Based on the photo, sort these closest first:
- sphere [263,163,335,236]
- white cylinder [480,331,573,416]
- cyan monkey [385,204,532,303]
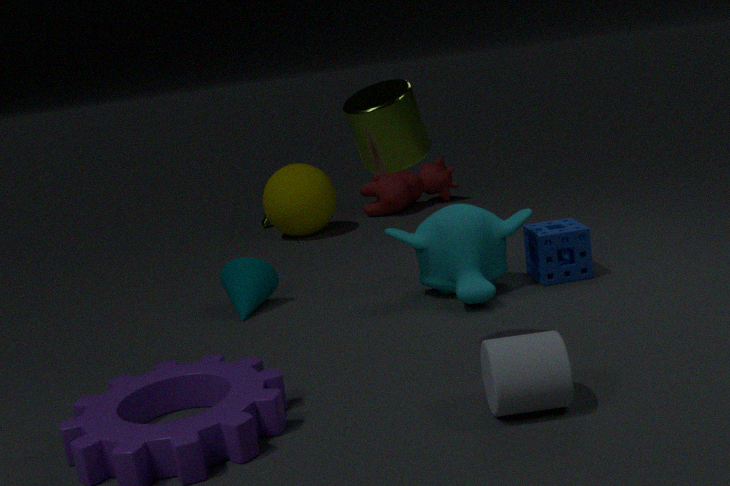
white cylinder [480,331,573,416] < cyan monkey [385,204,532,303] < sphere [263,163,335,236]
